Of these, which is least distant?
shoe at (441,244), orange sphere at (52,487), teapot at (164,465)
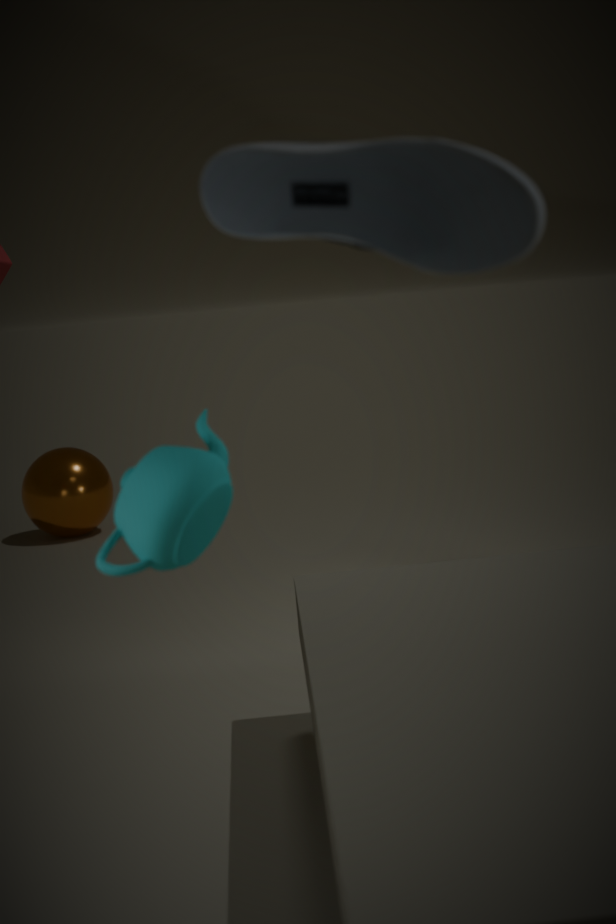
shoe at (441,244)
